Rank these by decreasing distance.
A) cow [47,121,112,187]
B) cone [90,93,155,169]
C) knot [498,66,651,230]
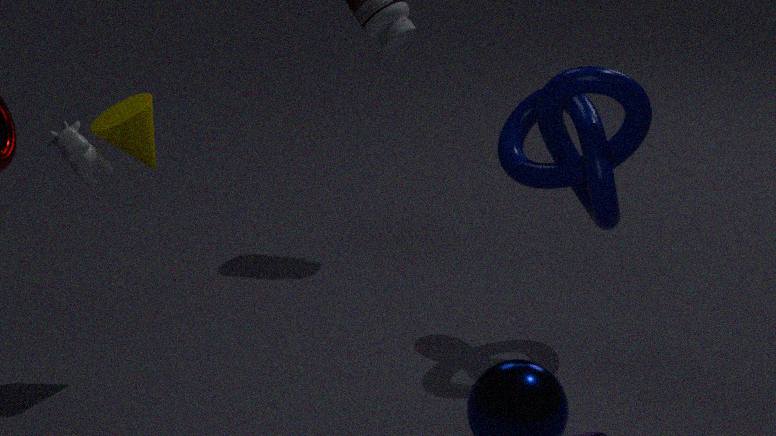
1. cone [90,93,155,169]
2. knot [498,66,651,230]
3. cow [47,121,112,187]
